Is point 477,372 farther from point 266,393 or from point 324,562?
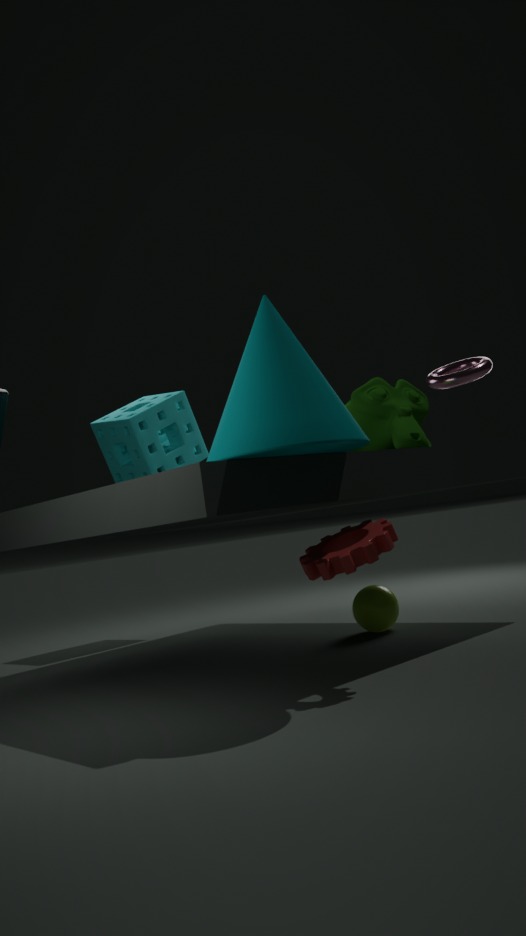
point 266,393
